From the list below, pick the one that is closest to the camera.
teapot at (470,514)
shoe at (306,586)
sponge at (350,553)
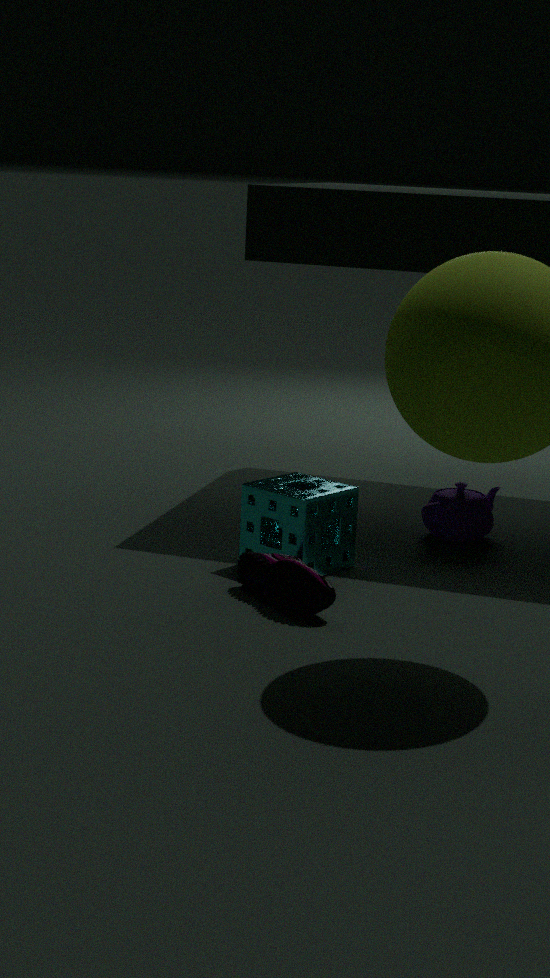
shoe at (306,586)
